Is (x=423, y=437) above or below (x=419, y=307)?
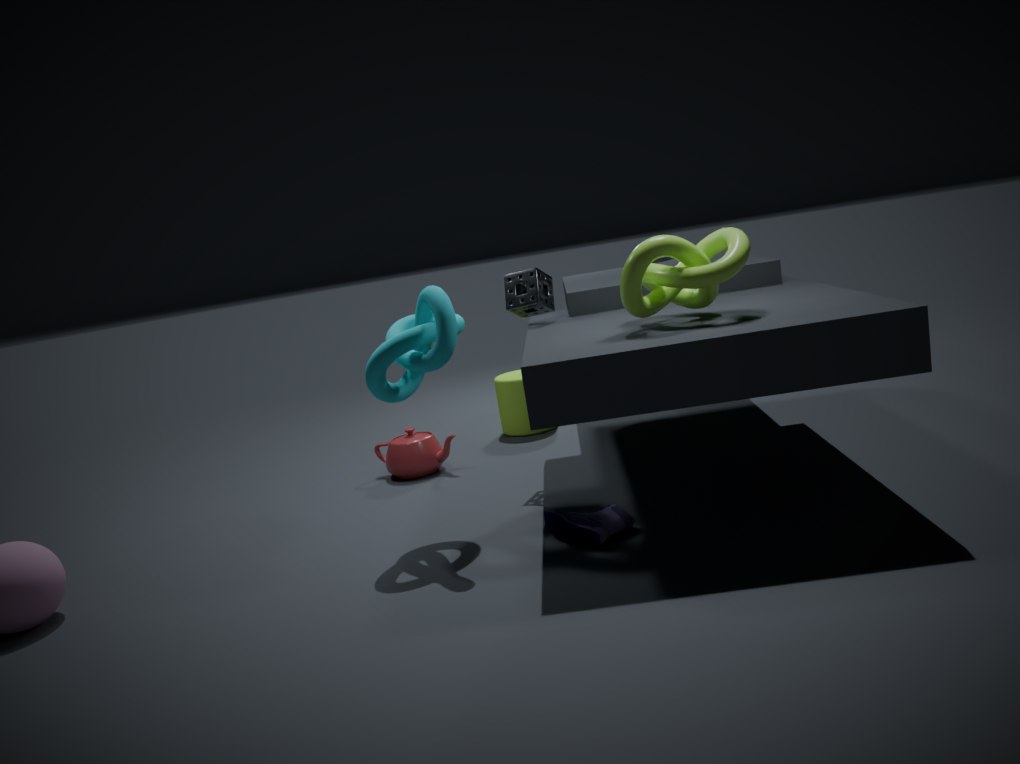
below
